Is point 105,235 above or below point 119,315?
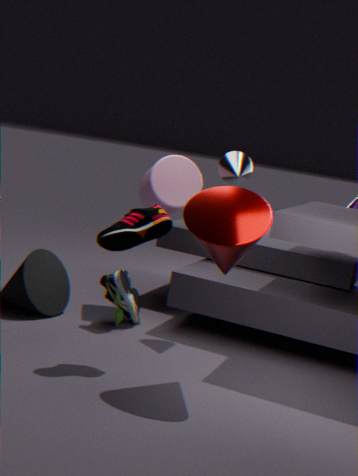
above
